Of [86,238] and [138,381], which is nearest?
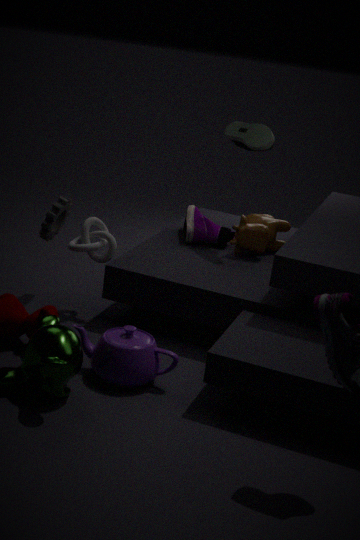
[138,381]
